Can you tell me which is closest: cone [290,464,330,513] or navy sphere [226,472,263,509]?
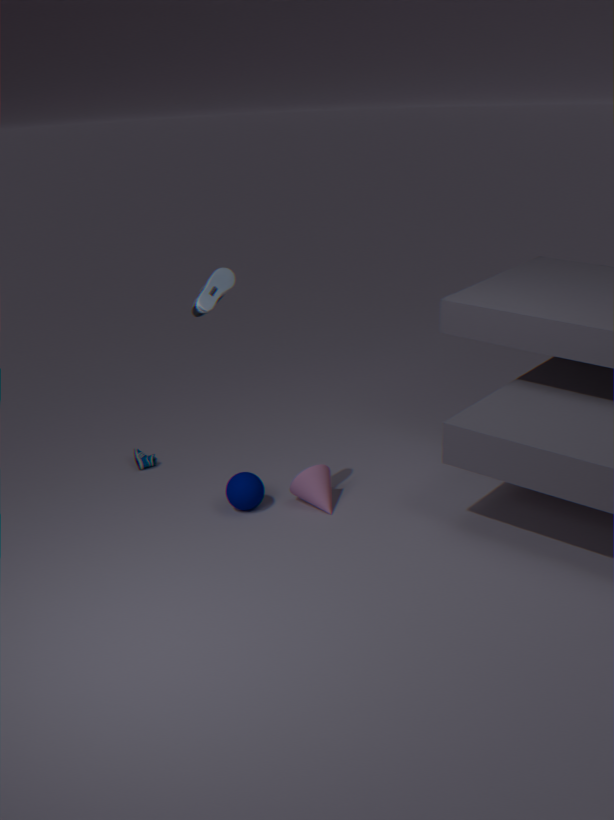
navy sphere [226,472,263,509]
